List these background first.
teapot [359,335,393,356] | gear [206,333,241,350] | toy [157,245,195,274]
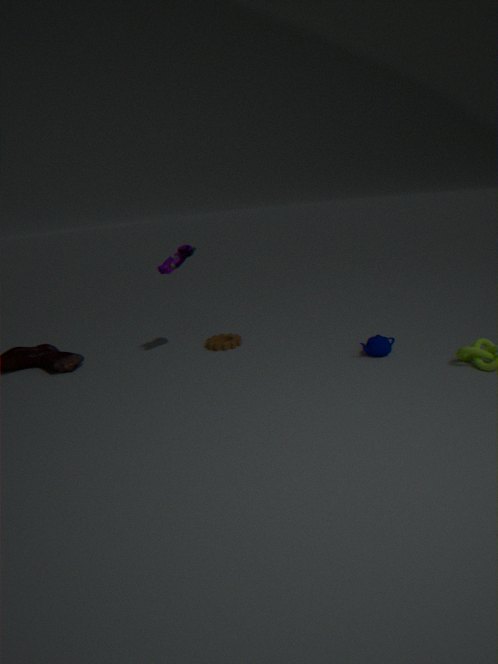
gear [206,333,241,350] → toy [157,245,195,274] → teapot [359,335,393,356]
